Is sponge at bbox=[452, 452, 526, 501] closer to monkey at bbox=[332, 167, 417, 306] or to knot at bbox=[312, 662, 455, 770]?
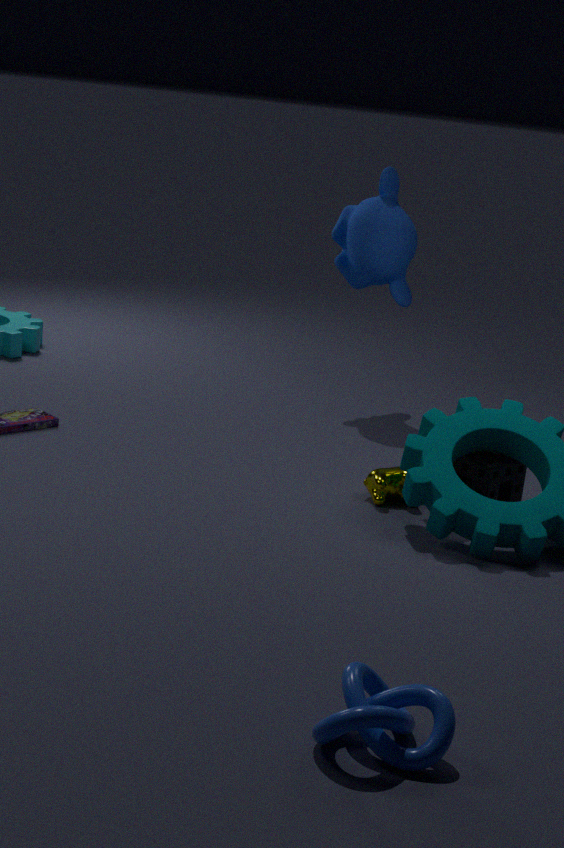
monkey at bbox=[332, 167, 417, 306]
